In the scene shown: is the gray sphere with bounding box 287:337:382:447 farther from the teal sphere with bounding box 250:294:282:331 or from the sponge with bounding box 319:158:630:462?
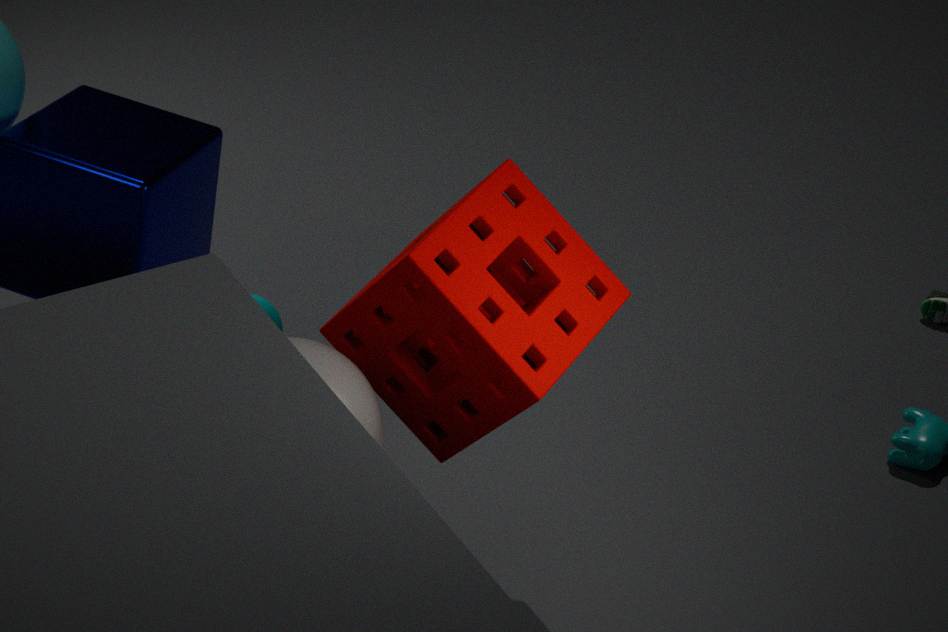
the teal sphere with bounding box 250:294:282:331
